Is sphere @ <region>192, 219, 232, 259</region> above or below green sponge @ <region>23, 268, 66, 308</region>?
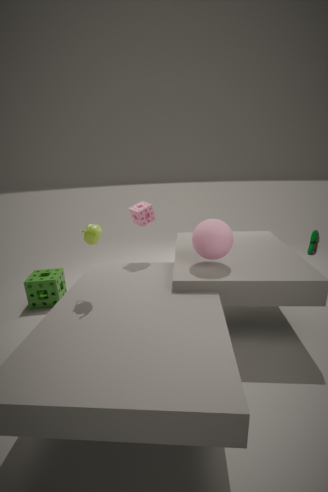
above
